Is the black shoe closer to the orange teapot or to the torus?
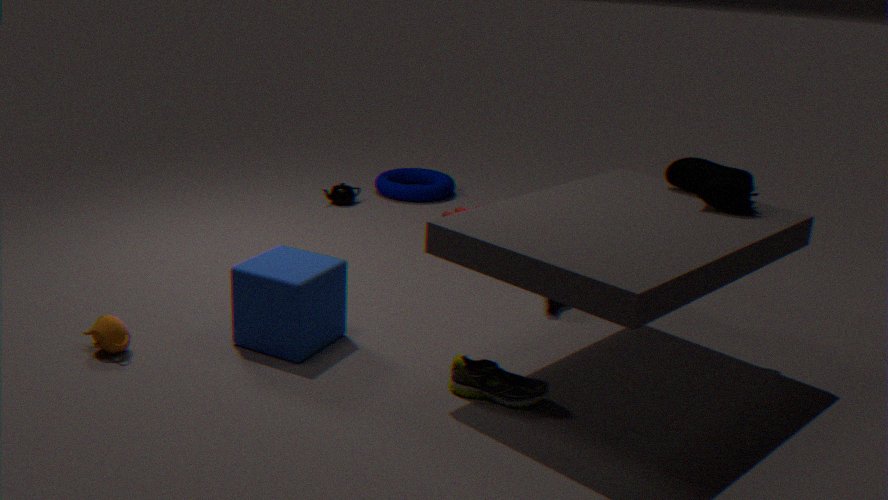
the torus
